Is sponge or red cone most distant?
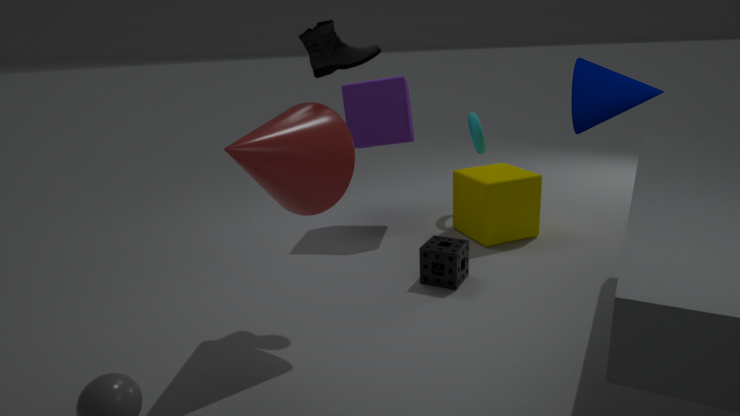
sponge
